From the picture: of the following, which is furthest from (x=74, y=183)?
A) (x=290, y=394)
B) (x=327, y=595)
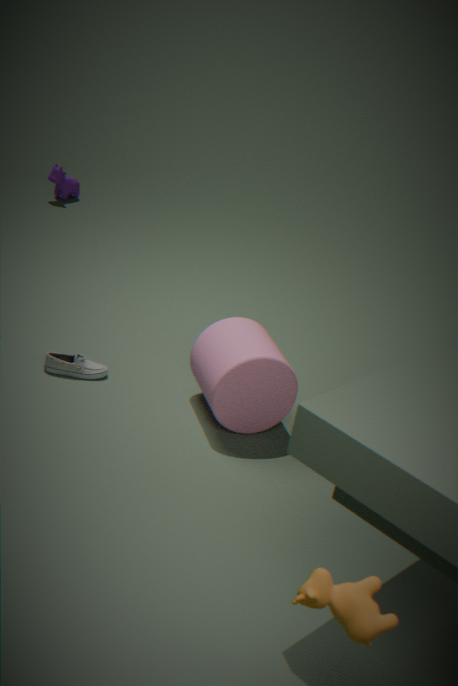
(x=327, y=595)
